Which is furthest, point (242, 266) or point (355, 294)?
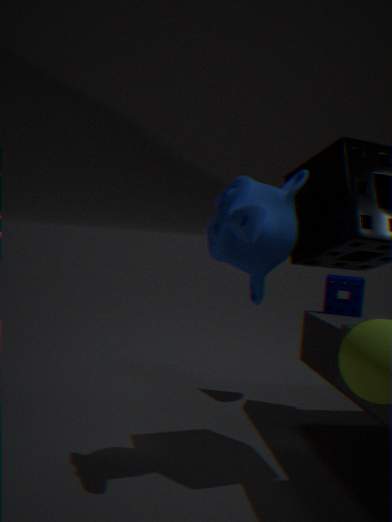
point (355, 294)
